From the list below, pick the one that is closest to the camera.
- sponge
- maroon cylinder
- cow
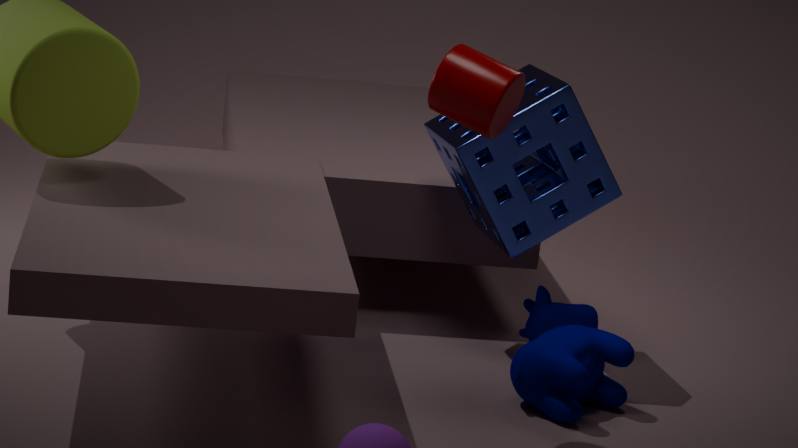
maroon cylinder
